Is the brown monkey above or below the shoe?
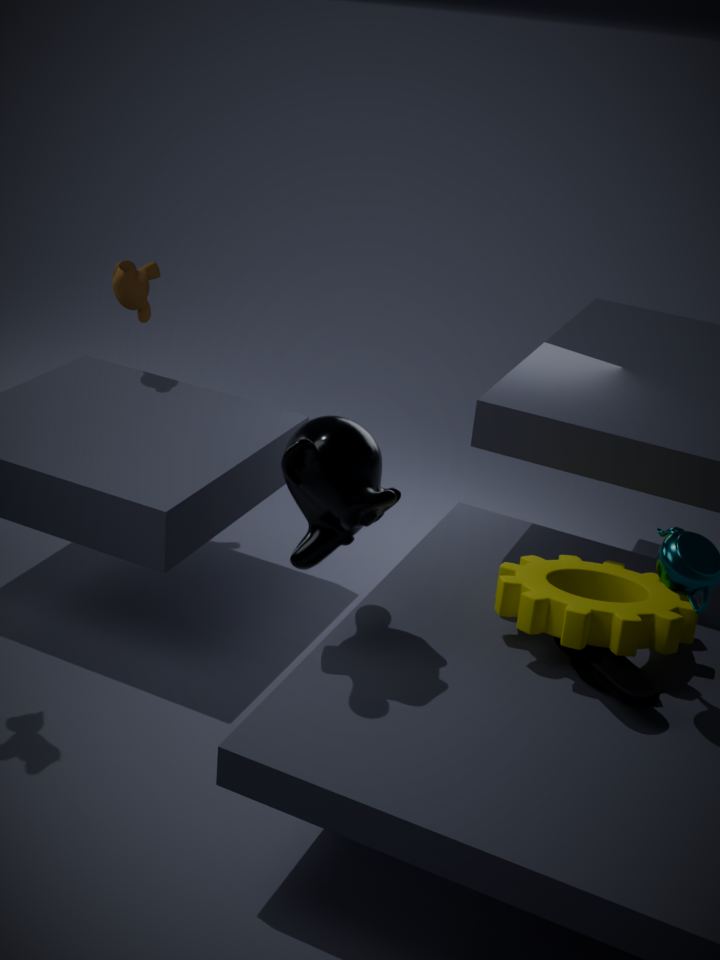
above
